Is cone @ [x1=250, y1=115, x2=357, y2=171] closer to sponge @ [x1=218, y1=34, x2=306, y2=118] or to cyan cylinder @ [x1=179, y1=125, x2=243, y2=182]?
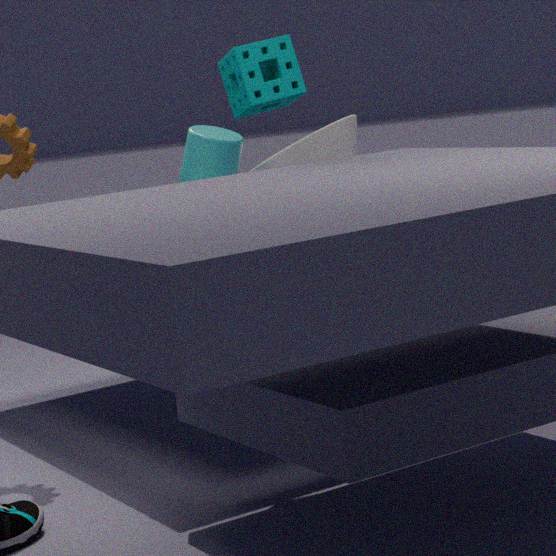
cyan cylinder @ [x1=179, y1=125, x2=243, y2=182]
